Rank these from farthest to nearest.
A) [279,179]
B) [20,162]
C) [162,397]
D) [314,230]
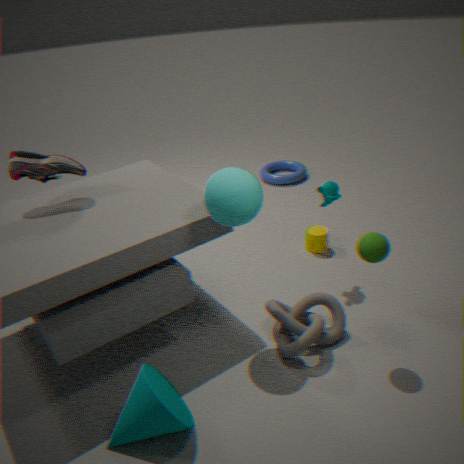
[279,179] < [314,230] < [20,162] < [162,397]
